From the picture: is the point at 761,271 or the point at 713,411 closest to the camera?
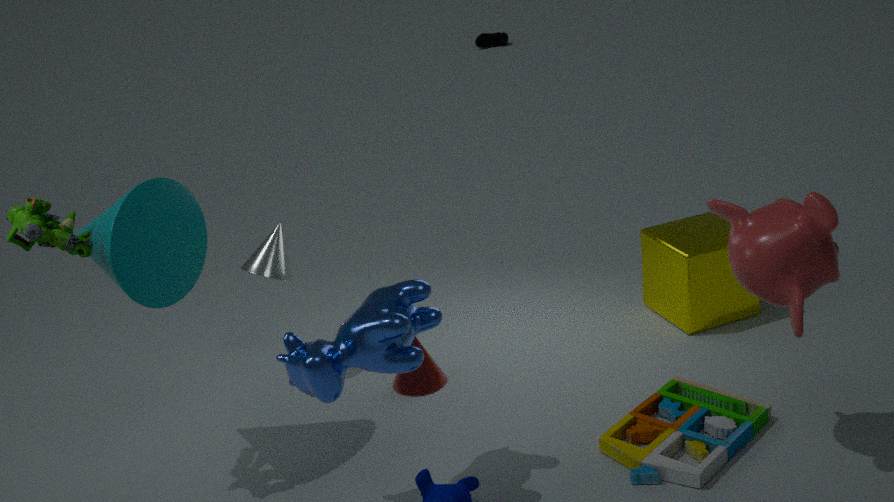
the point at 761,271
